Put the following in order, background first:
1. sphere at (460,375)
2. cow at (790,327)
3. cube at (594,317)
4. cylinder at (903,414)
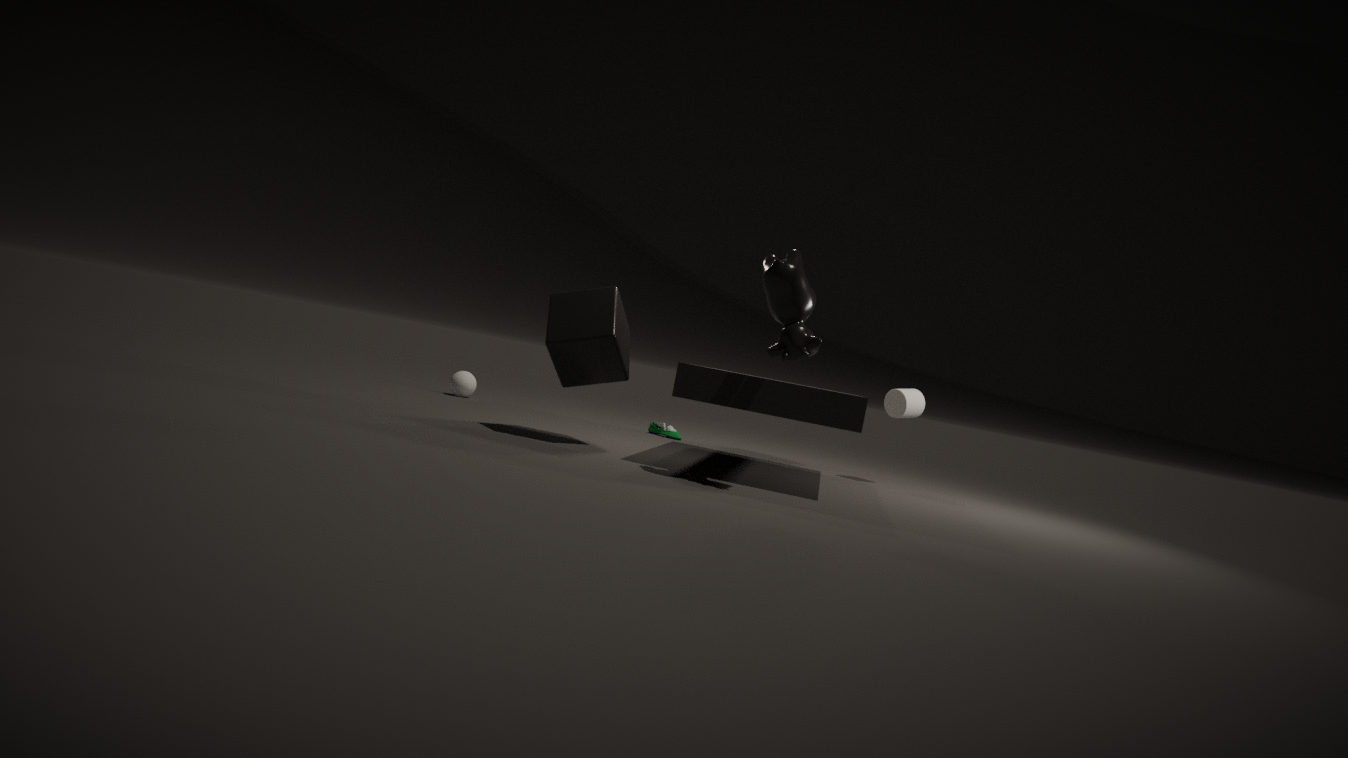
sphere at (460,375), cylinder at (903,414), cube at (594,317), cow at (790,327)
